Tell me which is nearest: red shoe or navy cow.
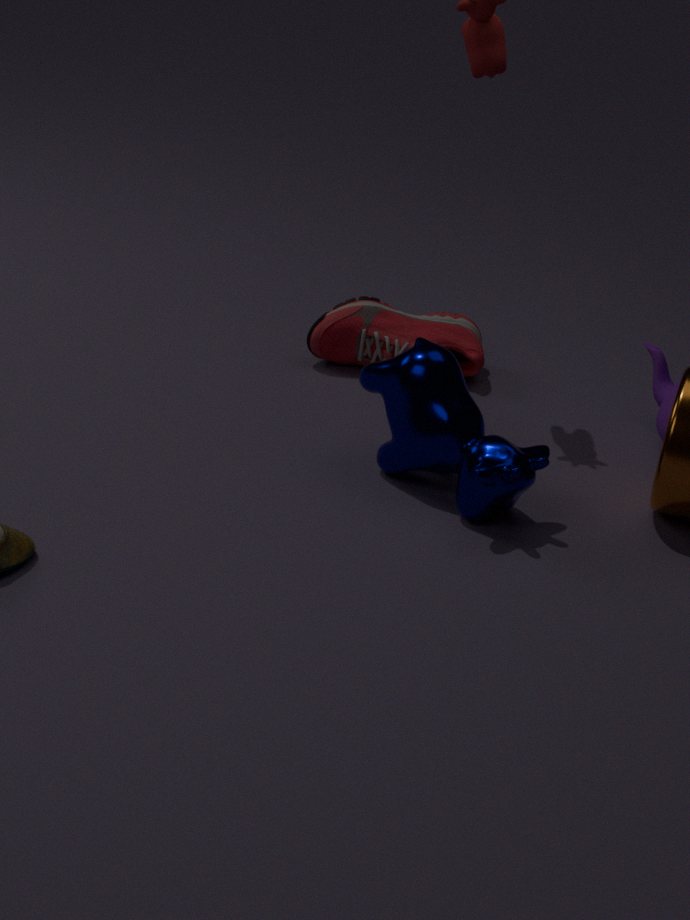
navy cow
